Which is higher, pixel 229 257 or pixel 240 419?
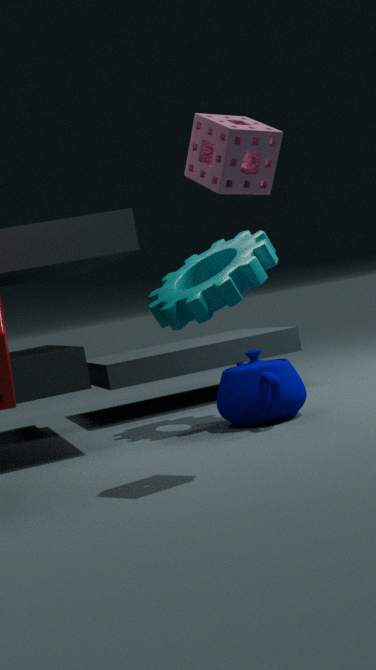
pixel 229 257
